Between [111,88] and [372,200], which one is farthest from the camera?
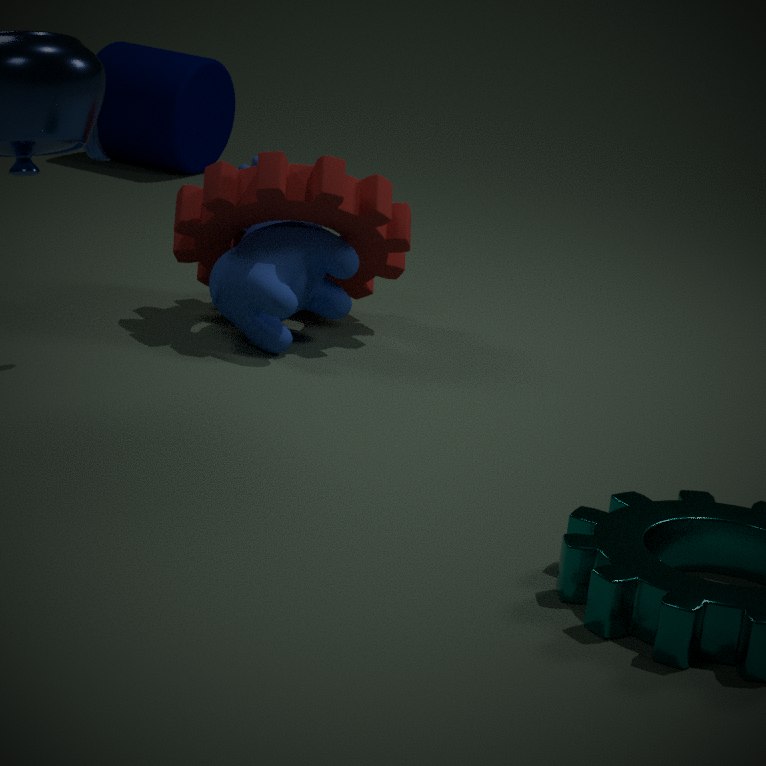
[111,88]
